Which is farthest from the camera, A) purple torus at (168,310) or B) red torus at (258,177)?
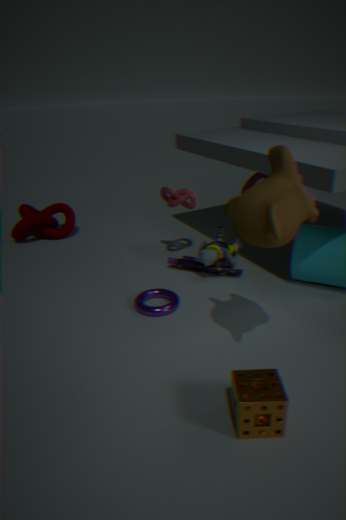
B. red torus at (258,177)
